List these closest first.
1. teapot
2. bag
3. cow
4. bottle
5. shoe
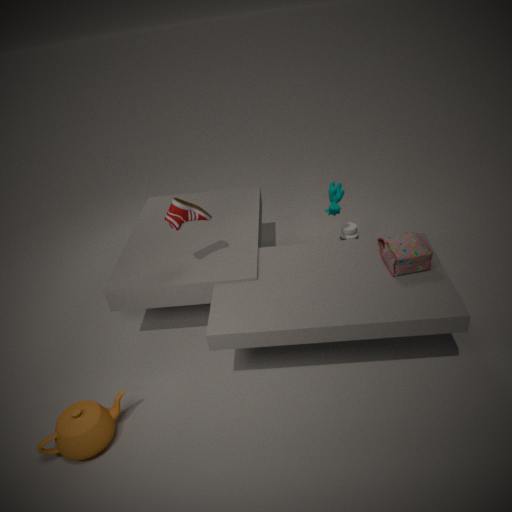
teapot < bag < shoe < cow < bottle
